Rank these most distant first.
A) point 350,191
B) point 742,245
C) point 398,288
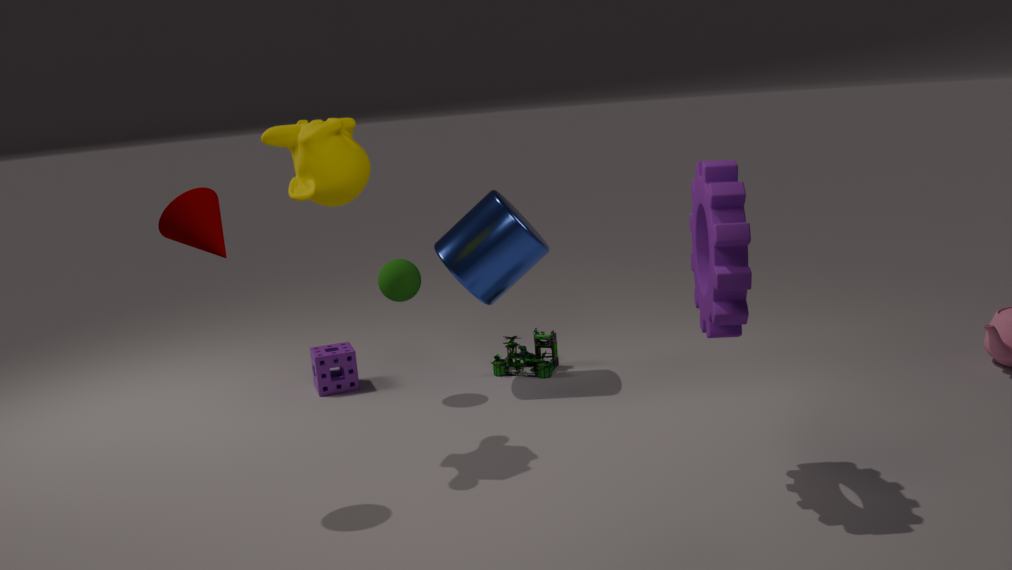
1. point 398,288
2. point 350,191
3. point 742,245
